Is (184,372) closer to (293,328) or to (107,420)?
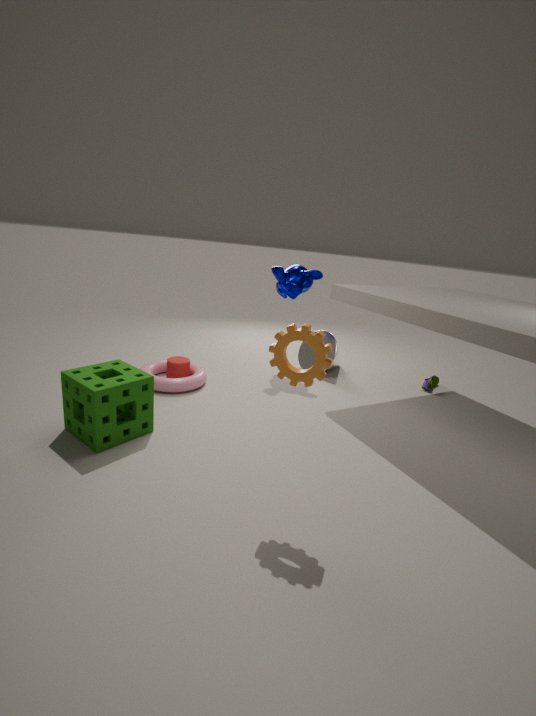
(107,420)
